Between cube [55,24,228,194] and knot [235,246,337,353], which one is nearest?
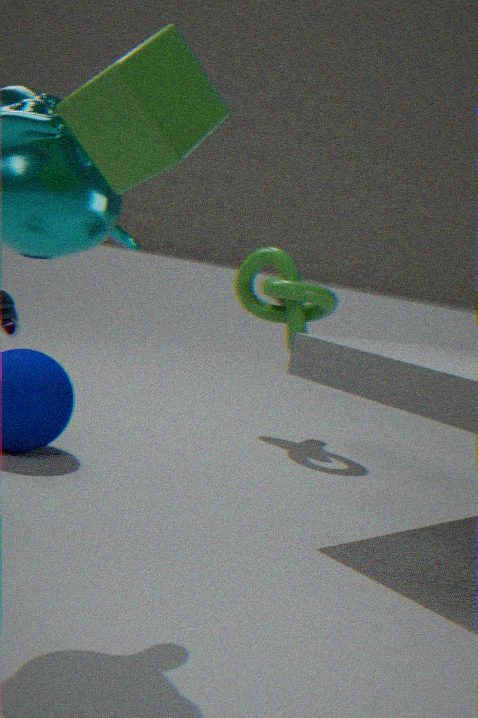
cube [55,24,228,194]
